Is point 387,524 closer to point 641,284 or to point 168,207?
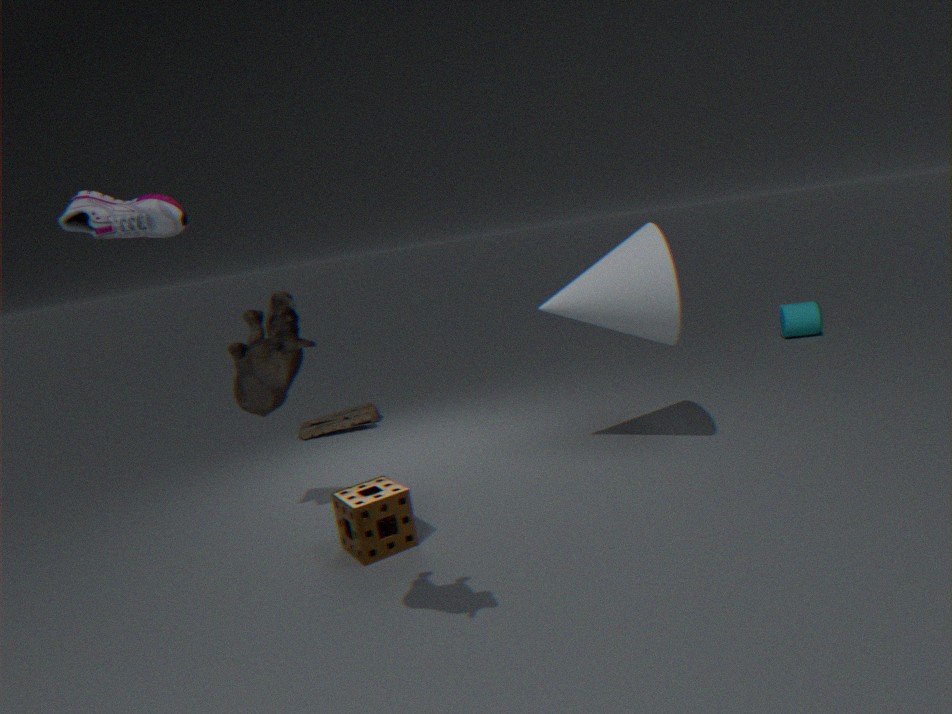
point 168,207
